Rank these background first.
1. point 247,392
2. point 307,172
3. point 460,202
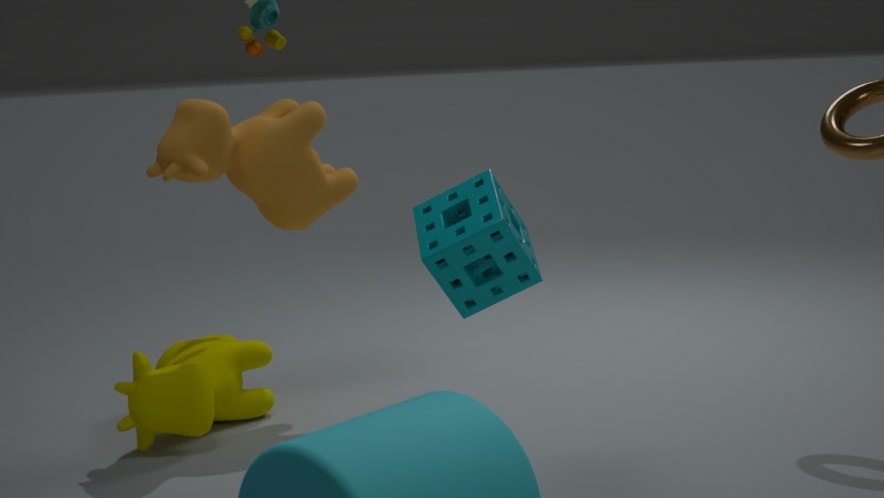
point 247,392, point 307,172, point 460,202
